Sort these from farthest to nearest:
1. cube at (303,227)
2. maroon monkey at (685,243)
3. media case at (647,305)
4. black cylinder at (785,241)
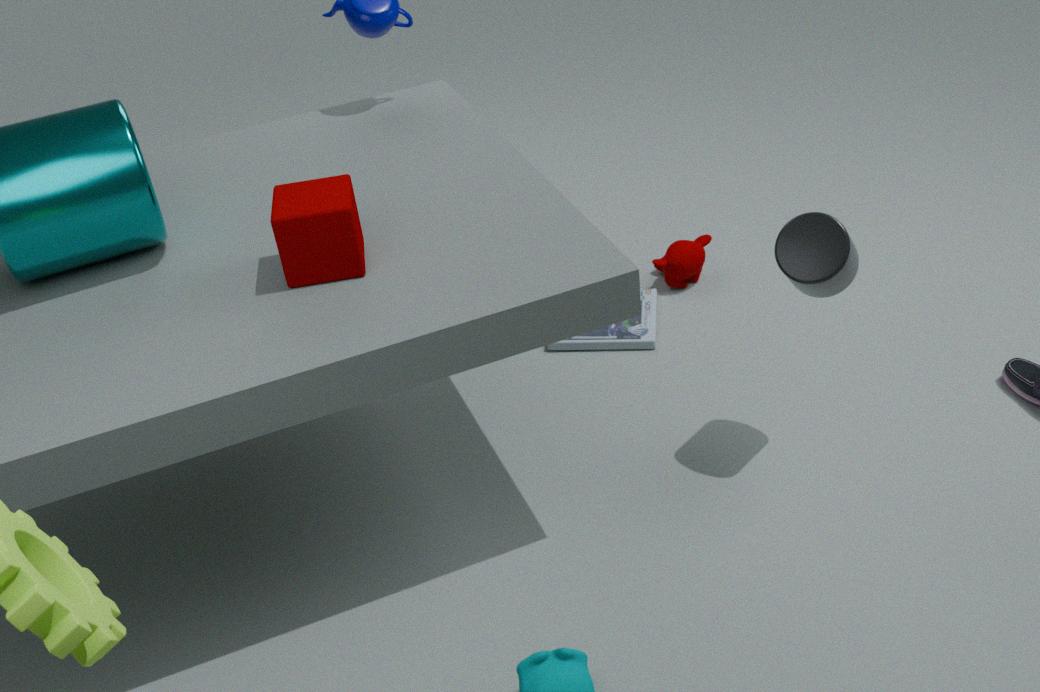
maroon monkey at (685,243)
media case at (647,305)
black cylinder at (785,241)
cube at (303,227)
